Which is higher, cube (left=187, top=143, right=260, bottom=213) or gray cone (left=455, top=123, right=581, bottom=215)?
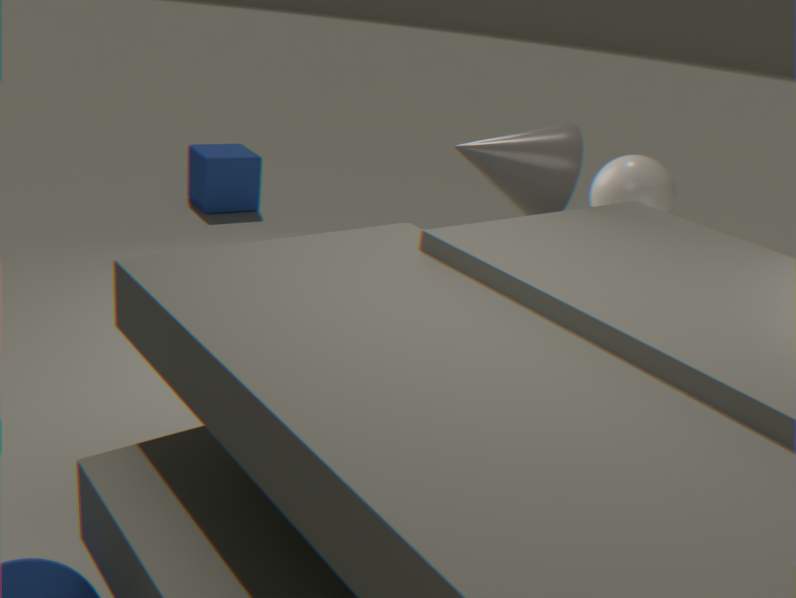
gray cone (left=455, top=123, right=581, bottom=215)
